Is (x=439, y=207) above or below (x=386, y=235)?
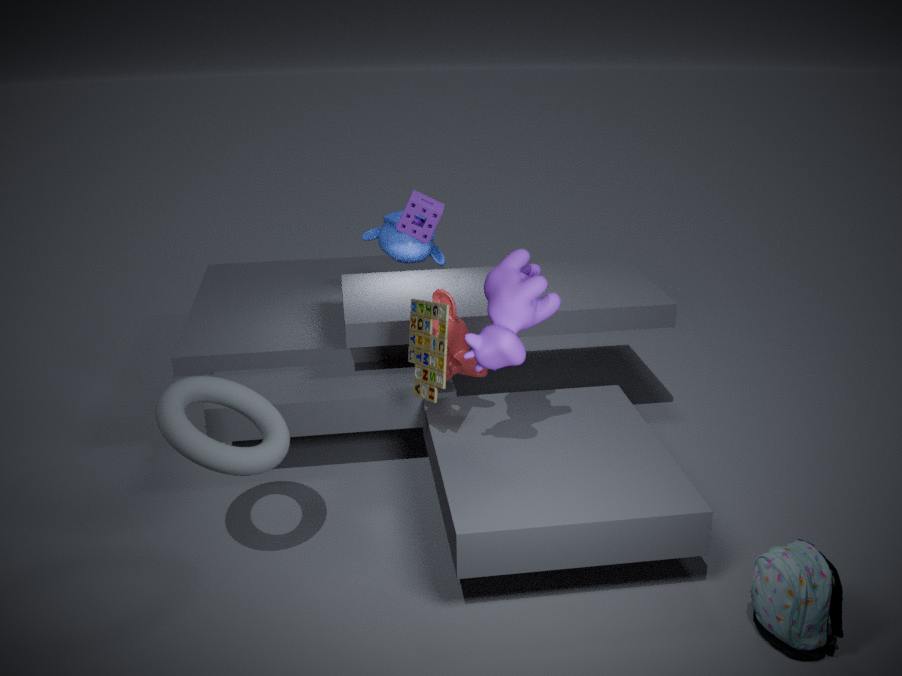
above
